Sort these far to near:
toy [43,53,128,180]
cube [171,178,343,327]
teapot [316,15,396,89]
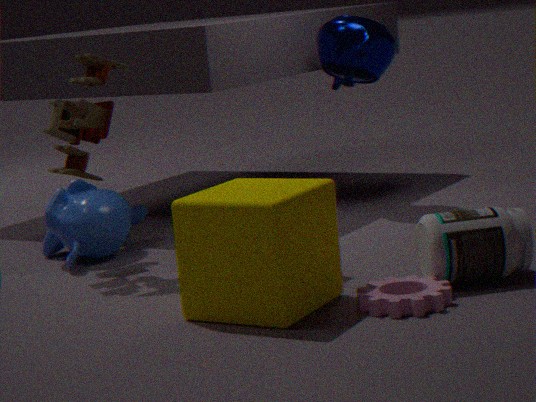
teapot [316,15,396,89] < toy [43,53,128,180] < cube [171,178,343,327]
